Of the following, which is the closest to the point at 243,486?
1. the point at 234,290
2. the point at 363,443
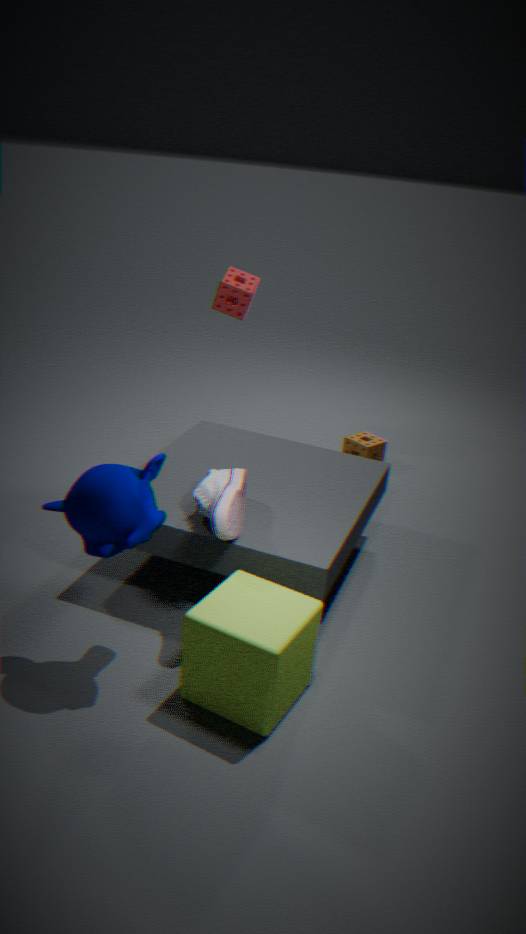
the point at 234,290
